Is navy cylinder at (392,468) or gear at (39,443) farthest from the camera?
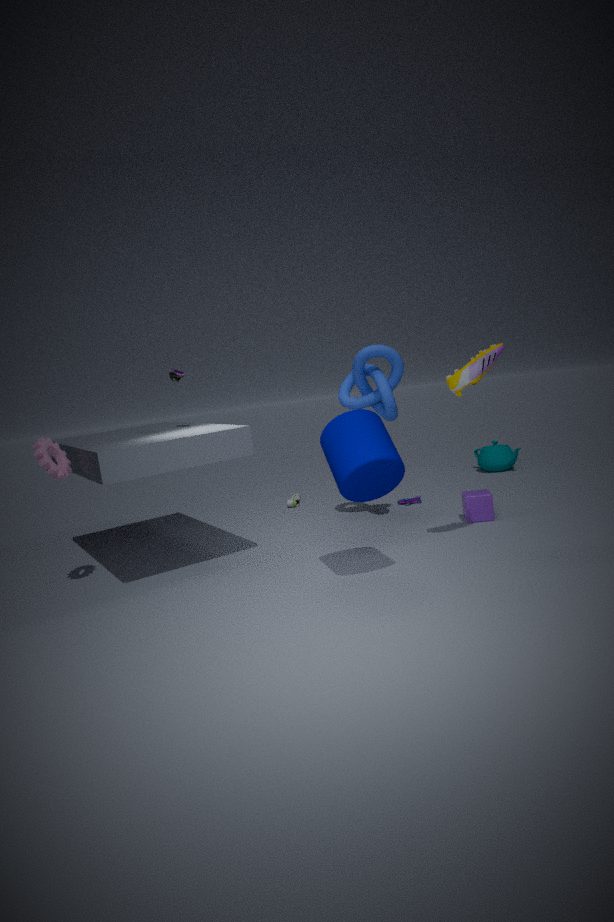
gear at (39,443)
